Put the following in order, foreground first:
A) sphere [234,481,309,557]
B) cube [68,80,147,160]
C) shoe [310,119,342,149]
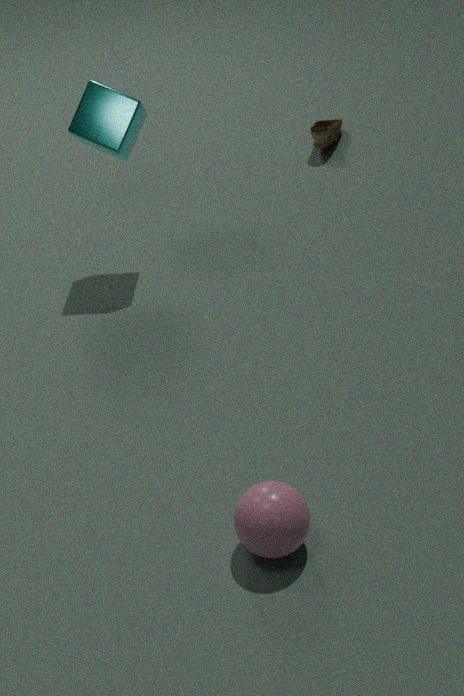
sphere [234,481,309,557]
cube [68,80,147,160]
shoe [310,119,342,149]
